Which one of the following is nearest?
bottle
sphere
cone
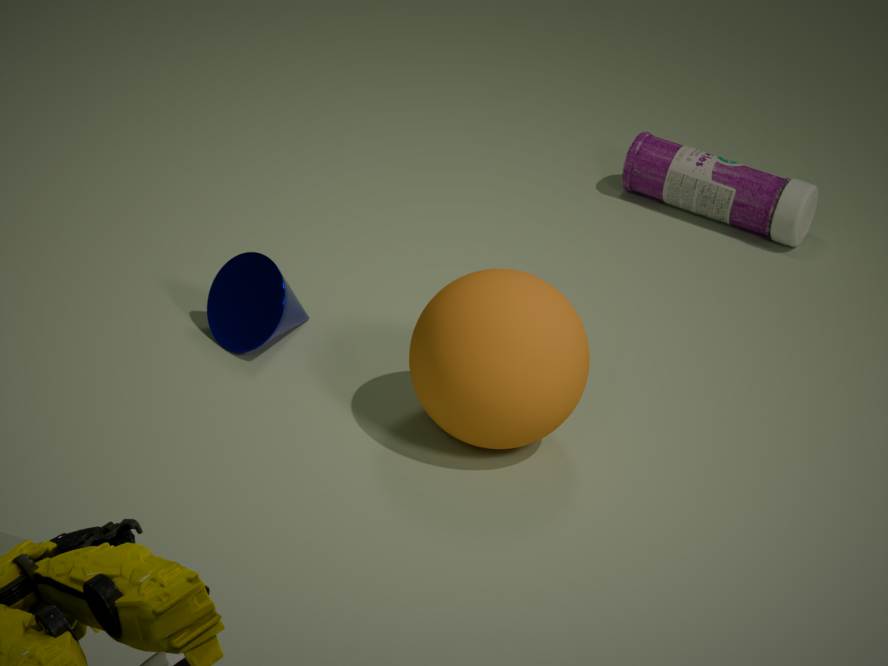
sphere
